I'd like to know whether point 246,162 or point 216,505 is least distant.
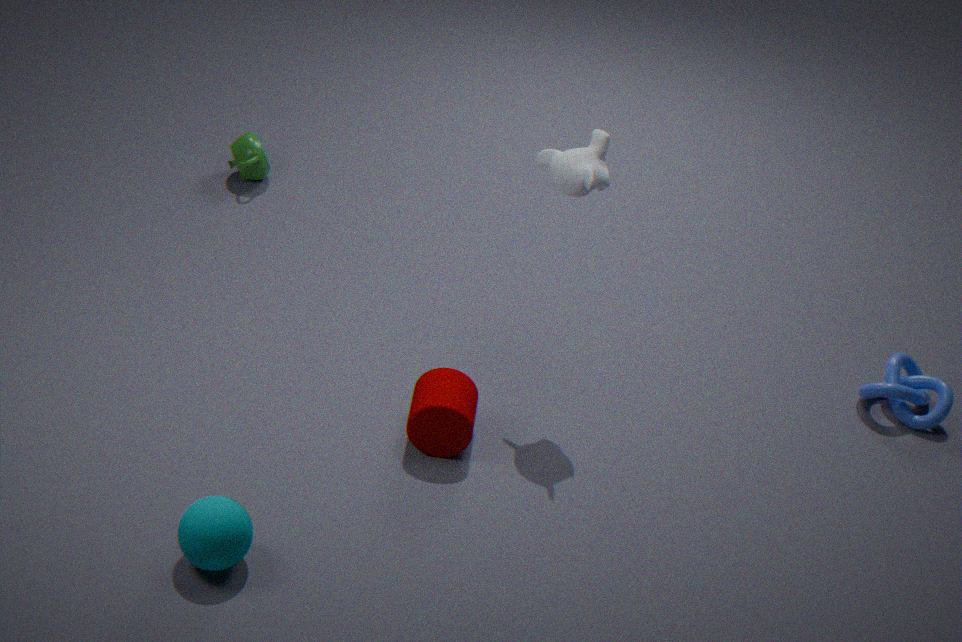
point 216,505
